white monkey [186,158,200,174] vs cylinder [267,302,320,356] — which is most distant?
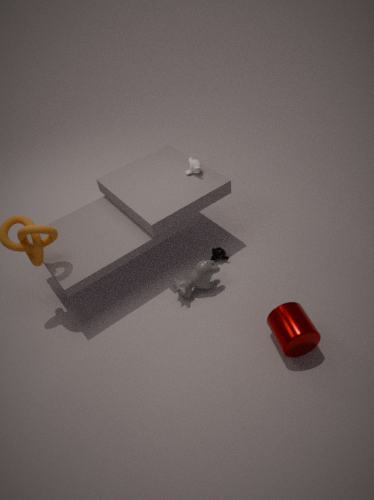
white monkey [186,158,200,174]
